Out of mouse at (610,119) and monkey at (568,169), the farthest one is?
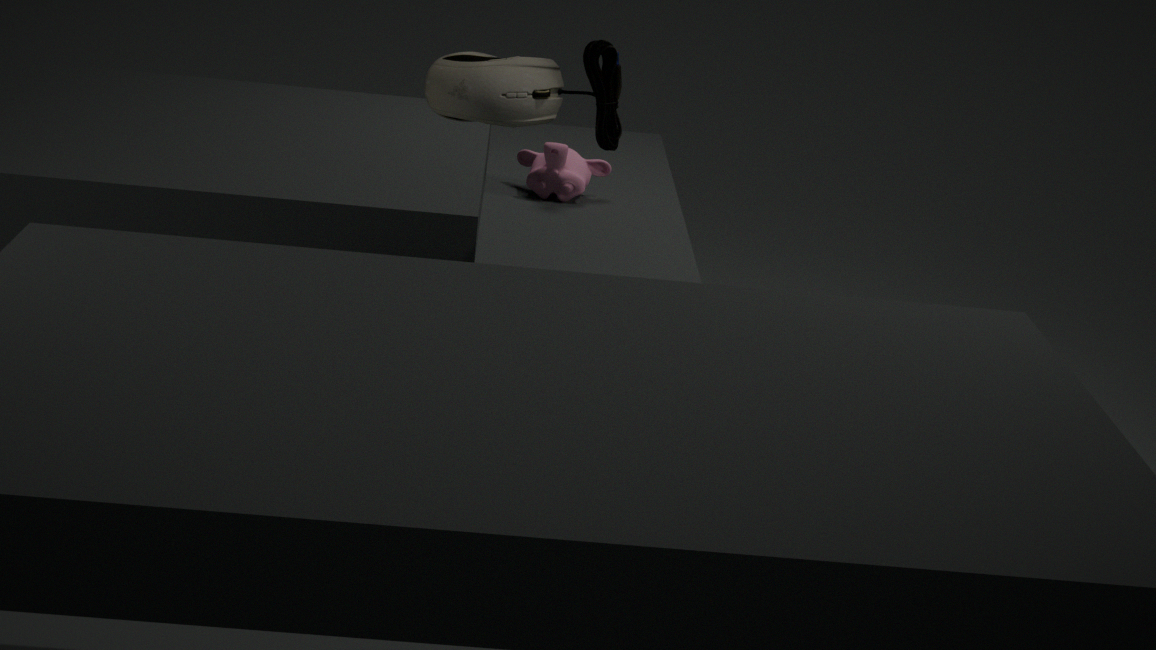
monkey at (568,169)
